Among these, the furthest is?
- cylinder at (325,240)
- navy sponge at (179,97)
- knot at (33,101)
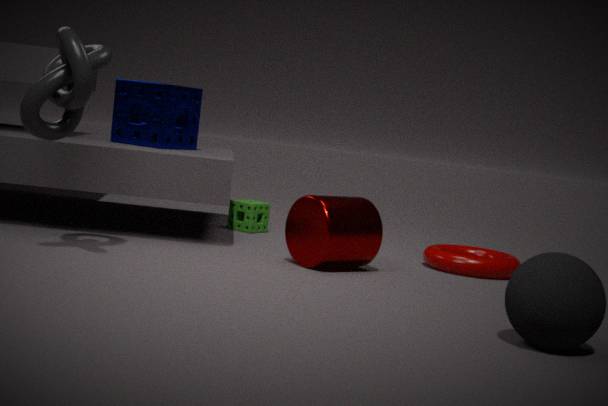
navy sponge at (179,97)
